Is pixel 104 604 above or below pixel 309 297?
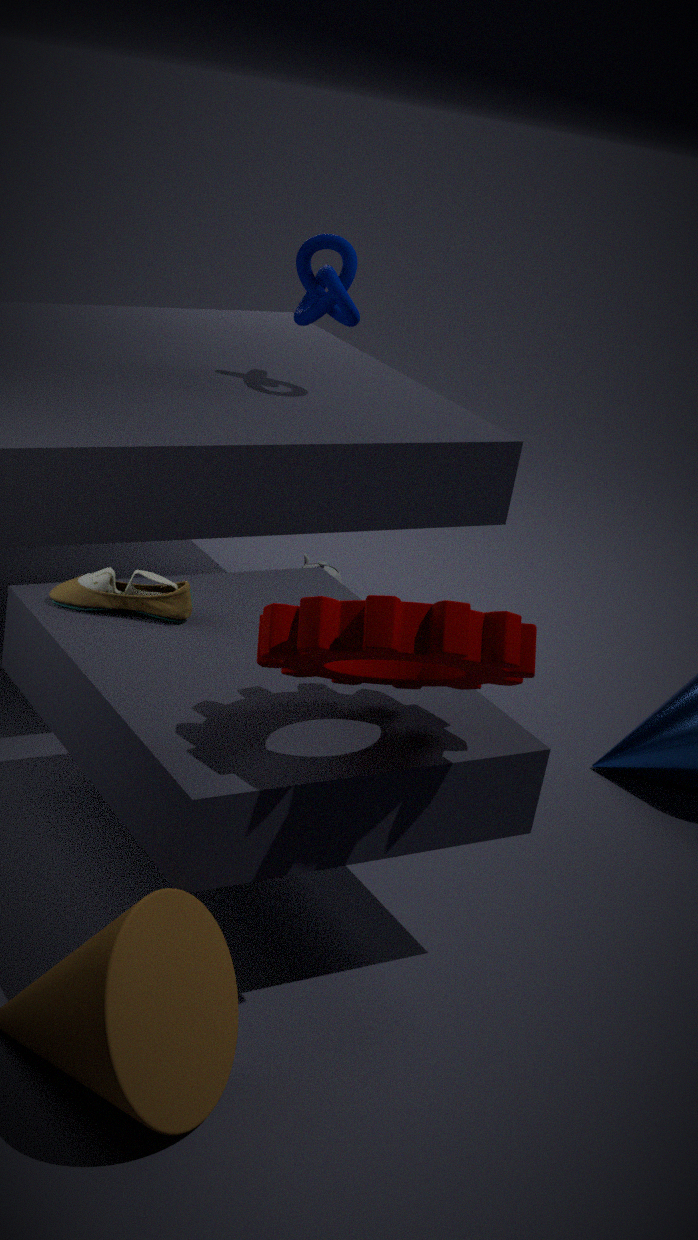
below
